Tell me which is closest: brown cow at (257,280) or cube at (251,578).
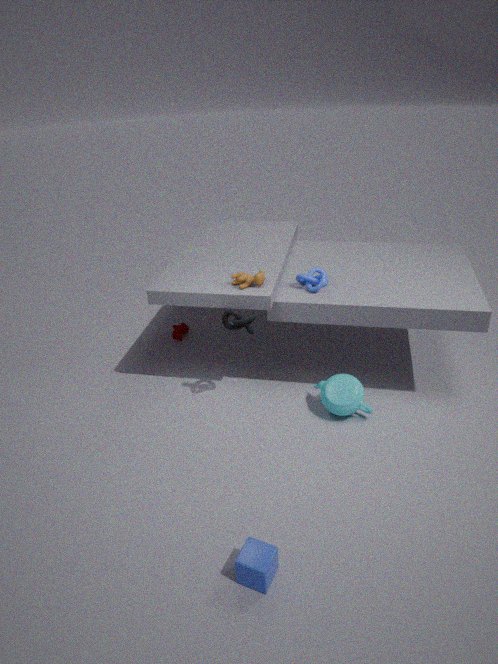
cube at (251,578)
